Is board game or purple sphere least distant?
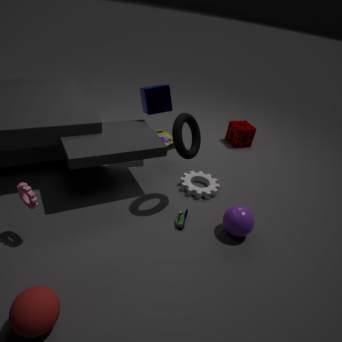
purple sphere
